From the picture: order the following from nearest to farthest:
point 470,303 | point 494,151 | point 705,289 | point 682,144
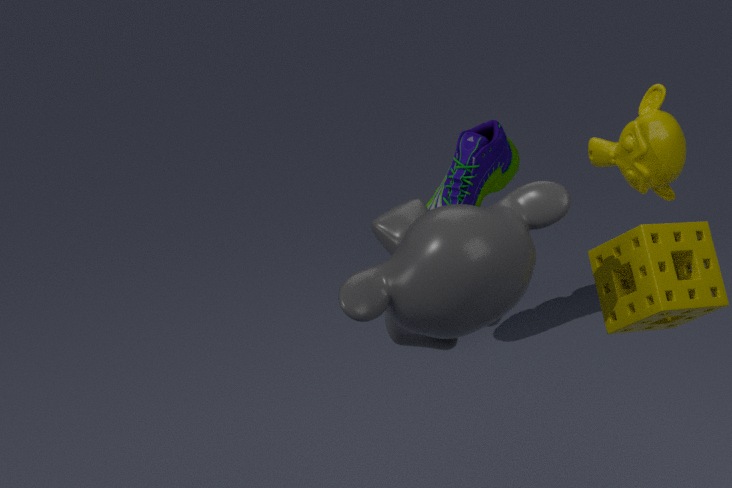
point 470,303
point 705,289
point 682,144
point 494,151
